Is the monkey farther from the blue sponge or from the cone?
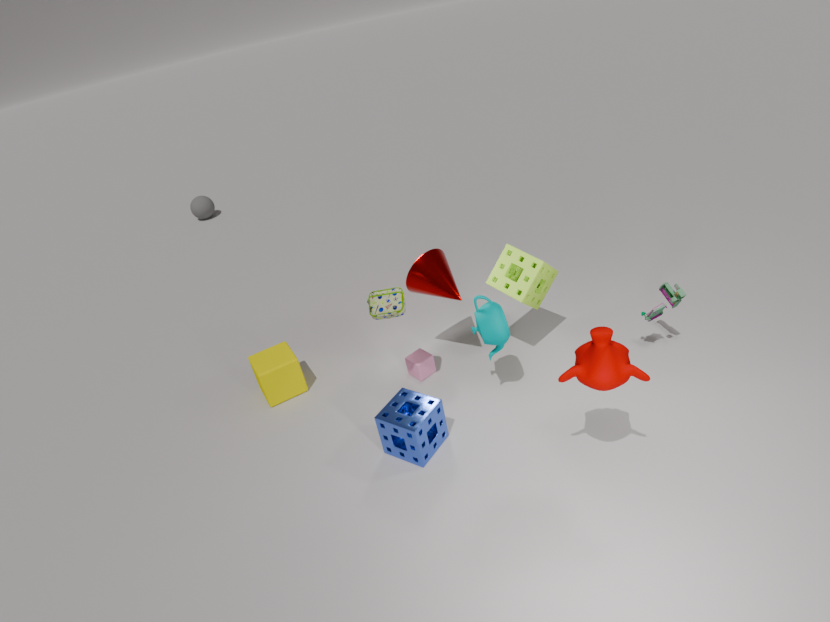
the cone
